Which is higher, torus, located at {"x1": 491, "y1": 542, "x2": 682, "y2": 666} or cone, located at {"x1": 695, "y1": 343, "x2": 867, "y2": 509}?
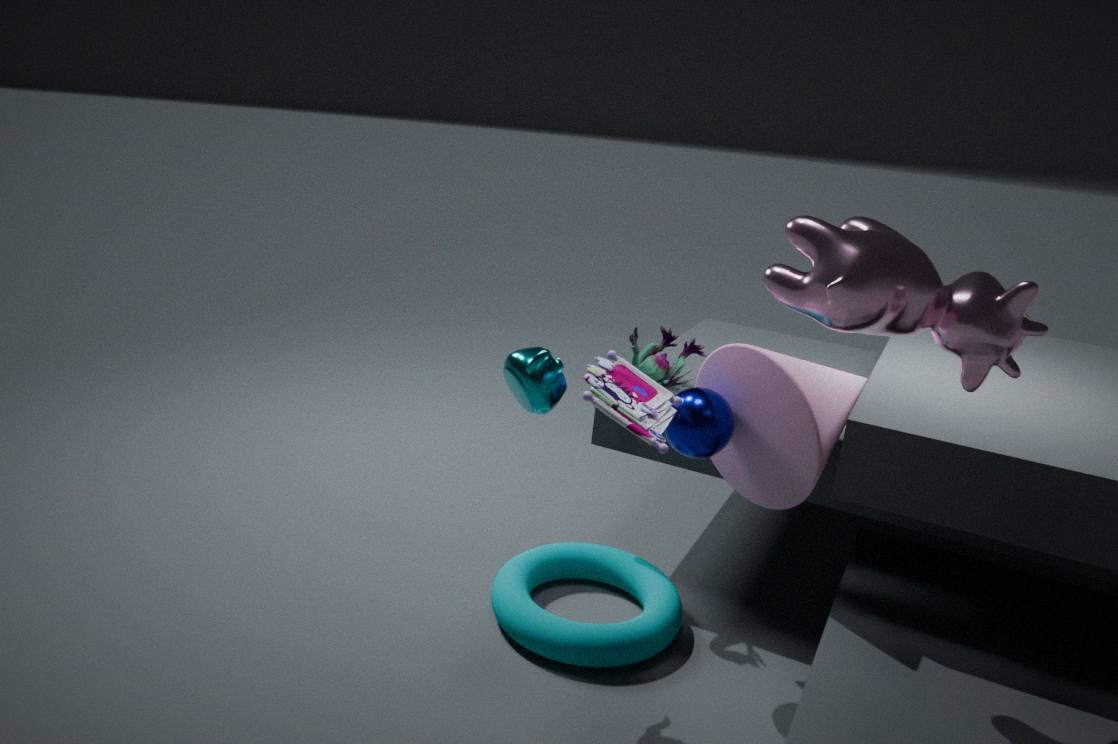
cone, located at {"x1": 695, "y1": 343, "x2": 867, "y2": 509}
